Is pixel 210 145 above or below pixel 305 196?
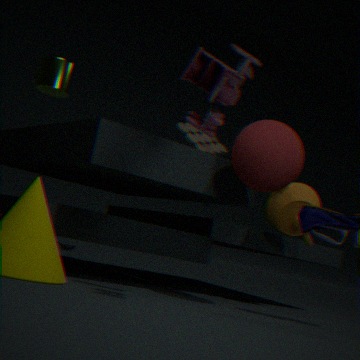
above
